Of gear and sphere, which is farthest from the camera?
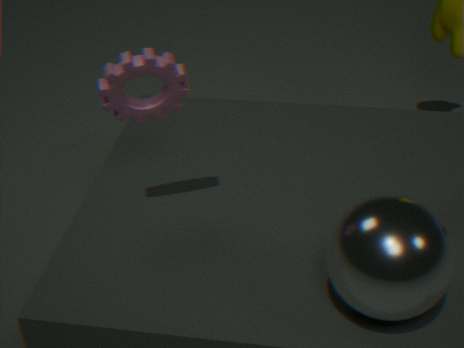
gear
